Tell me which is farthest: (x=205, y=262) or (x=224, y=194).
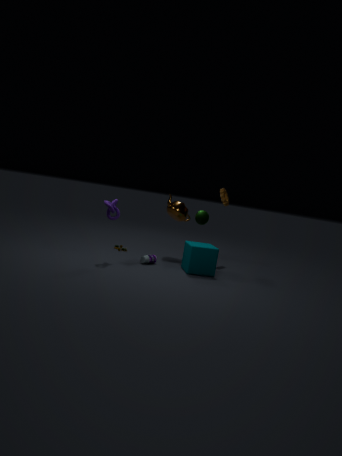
(x=224, y=194)
